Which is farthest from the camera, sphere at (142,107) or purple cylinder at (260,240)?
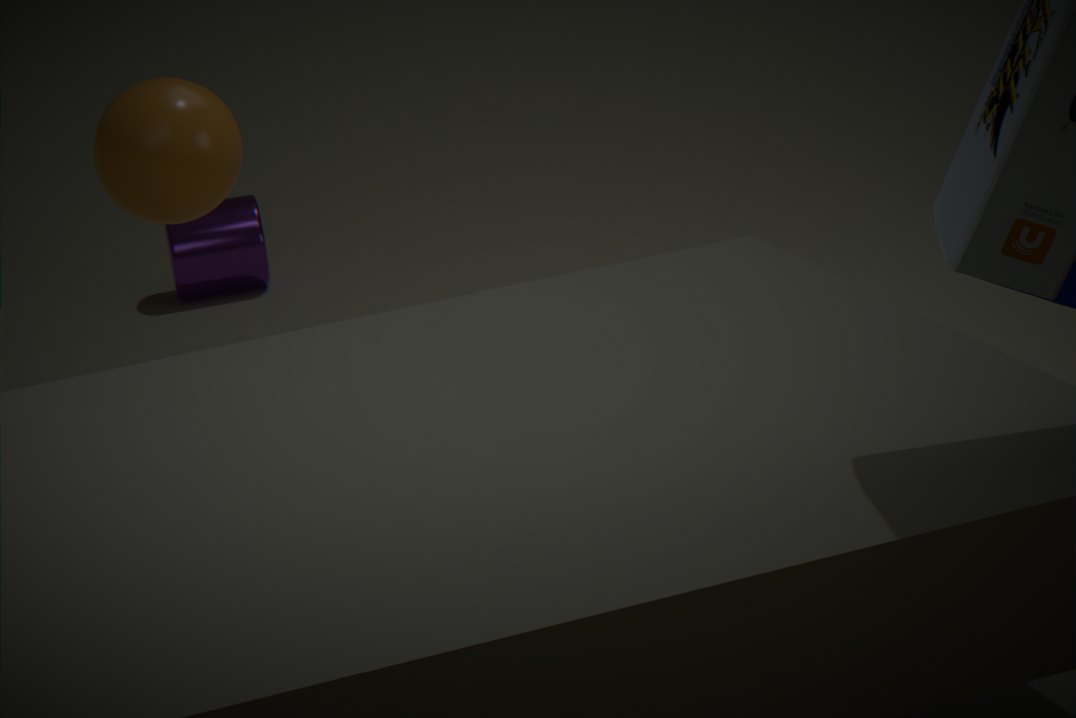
purple cylinder at (260,240)
